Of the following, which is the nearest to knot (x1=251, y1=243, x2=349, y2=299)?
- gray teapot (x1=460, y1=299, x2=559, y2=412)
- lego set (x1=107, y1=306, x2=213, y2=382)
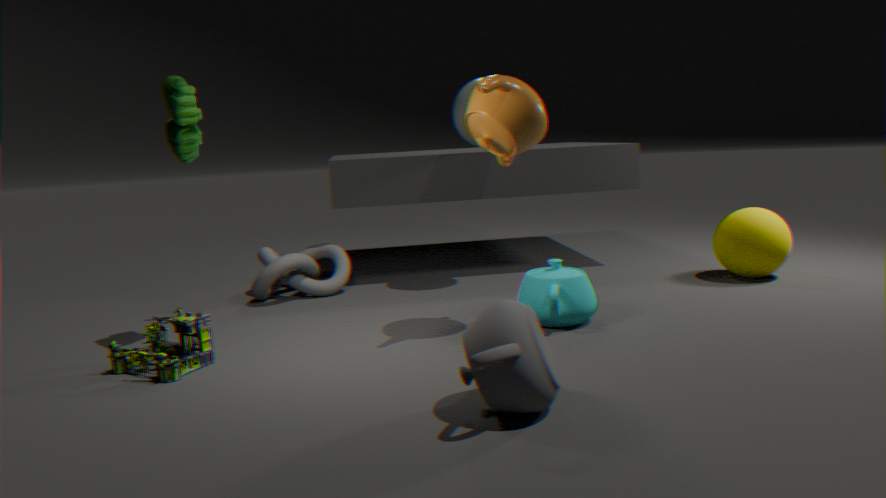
lego set (x1=107, y1=306, x2=213, y2=382)
